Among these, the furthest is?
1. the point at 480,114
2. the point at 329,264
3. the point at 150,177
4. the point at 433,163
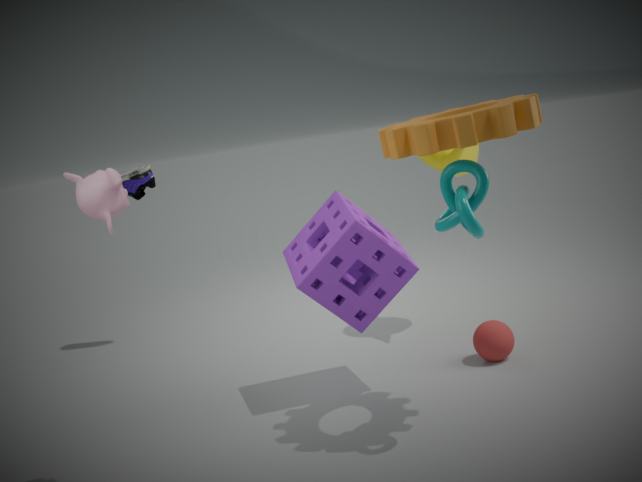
the point at 150,177
